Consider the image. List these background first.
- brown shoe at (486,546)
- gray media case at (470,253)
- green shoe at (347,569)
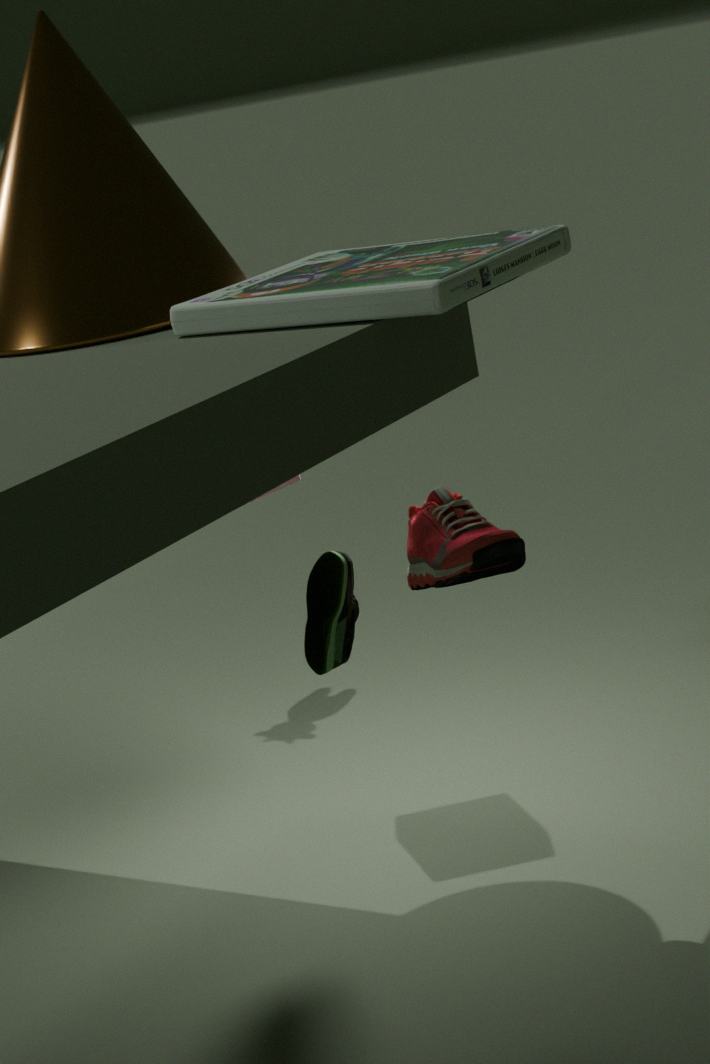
green shoe at (347,569)
brown shoe at (486,546)
gray media case at (470,253)
